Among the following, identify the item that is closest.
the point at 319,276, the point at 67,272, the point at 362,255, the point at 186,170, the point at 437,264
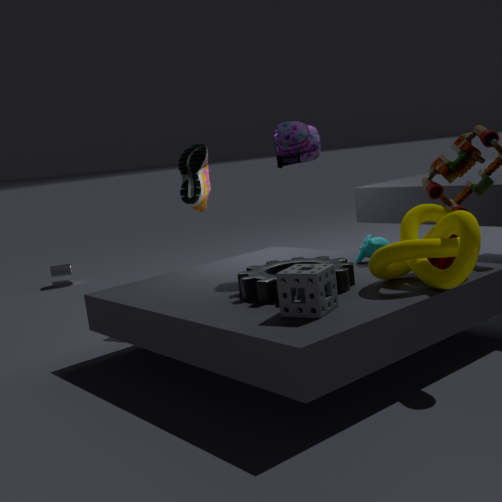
the point at 319,276
